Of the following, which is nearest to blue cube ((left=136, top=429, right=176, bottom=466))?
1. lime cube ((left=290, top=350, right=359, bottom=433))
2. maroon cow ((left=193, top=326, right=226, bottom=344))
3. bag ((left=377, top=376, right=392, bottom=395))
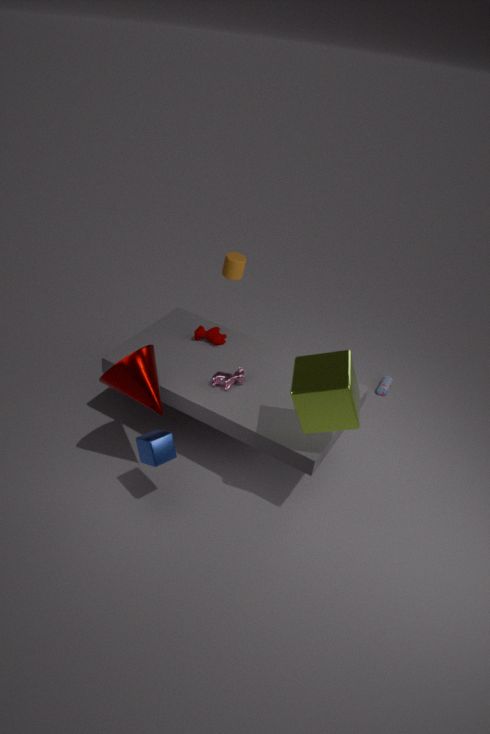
lime cube ((left=290, top=350, right=359, bottom=433))
